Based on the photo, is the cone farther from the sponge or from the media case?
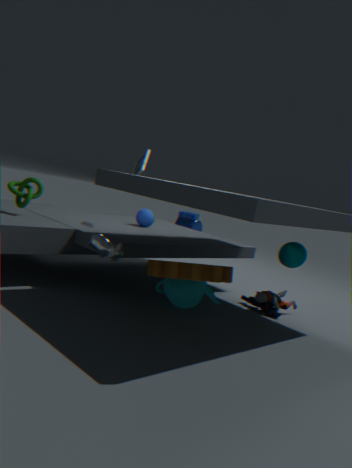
the sponge
